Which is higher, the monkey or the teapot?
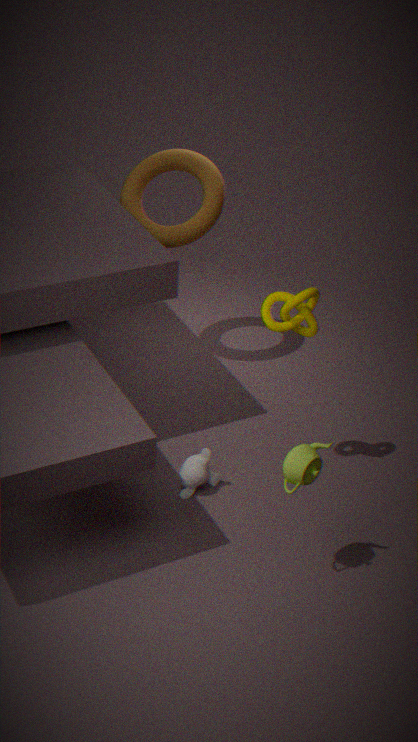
the teapot
